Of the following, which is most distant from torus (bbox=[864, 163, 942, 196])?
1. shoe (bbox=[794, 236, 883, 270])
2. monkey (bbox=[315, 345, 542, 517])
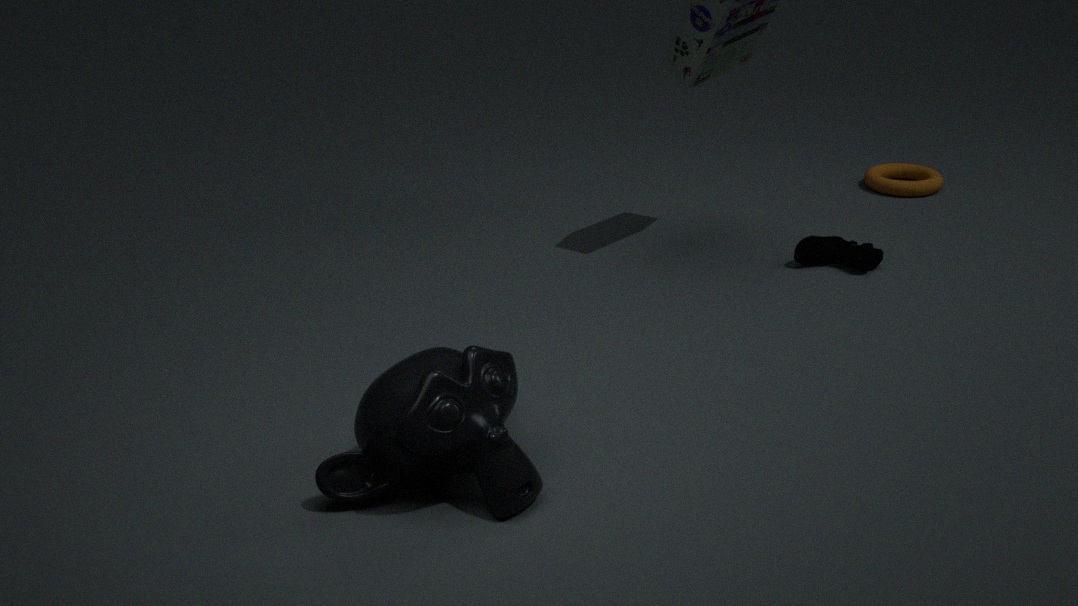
monkey (bbox=[315, 345, 542, 517])
